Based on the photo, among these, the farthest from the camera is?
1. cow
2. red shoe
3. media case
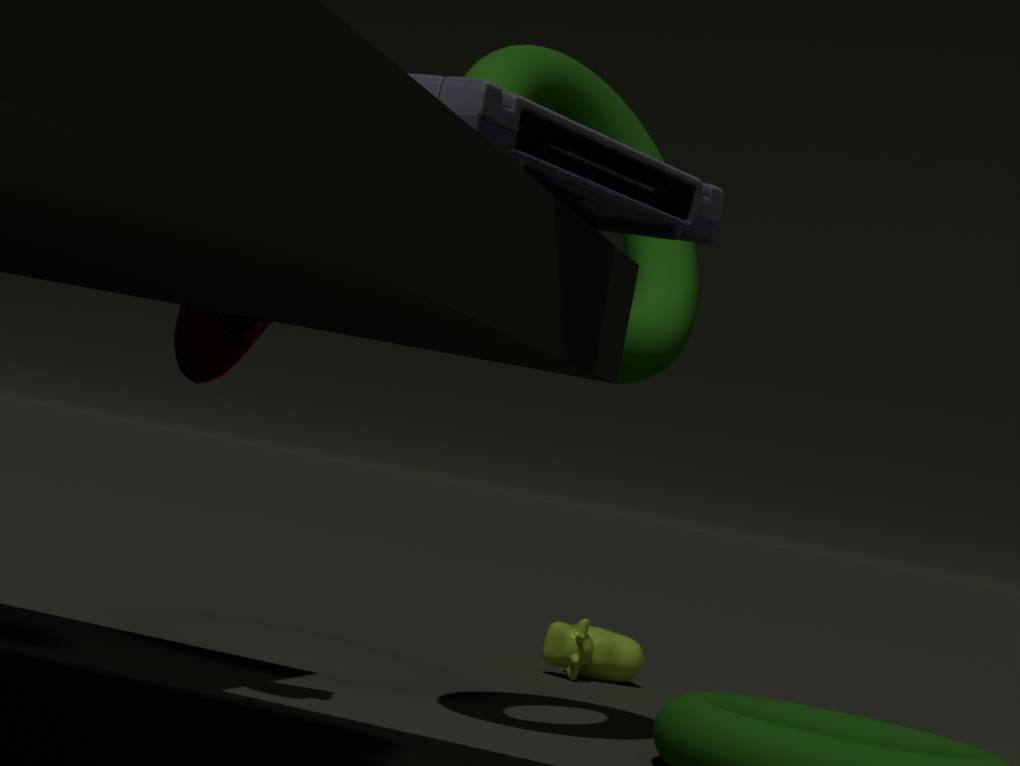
cow
